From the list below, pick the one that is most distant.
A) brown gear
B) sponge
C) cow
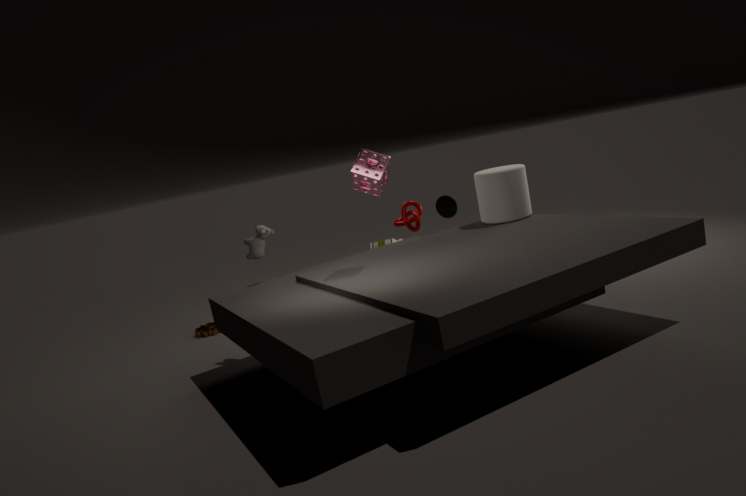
brown gear
